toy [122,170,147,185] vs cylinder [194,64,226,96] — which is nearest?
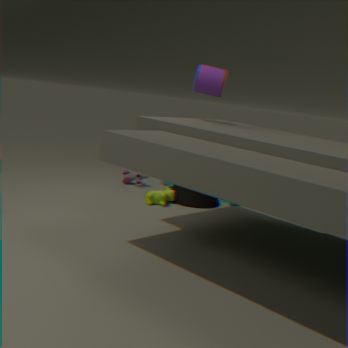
cylinder [194,64,226,96]
